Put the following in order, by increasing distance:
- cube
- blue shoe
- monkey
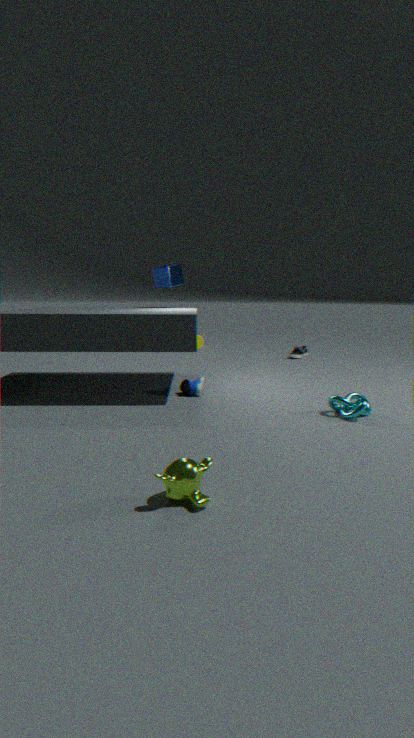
monkey
blue shoe
cube
